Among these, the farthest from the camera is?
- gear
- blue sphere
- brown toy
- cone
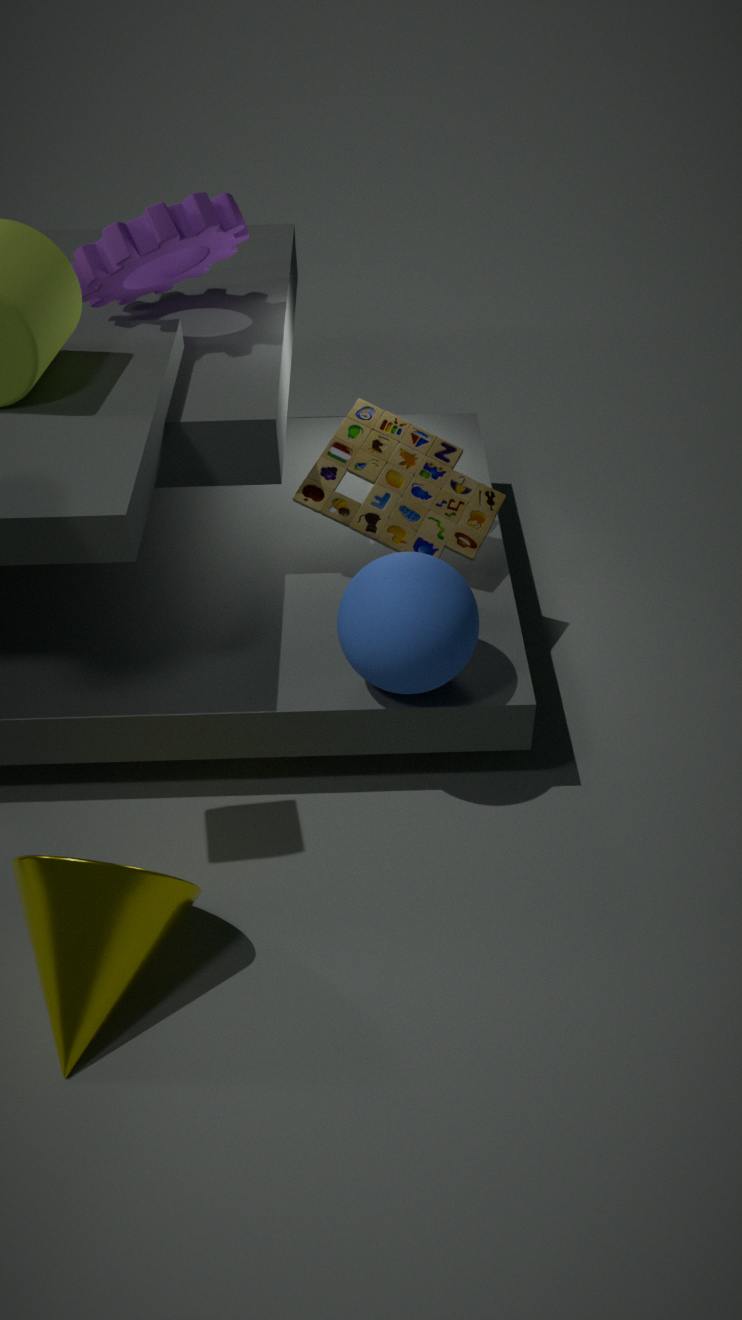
brown toy
